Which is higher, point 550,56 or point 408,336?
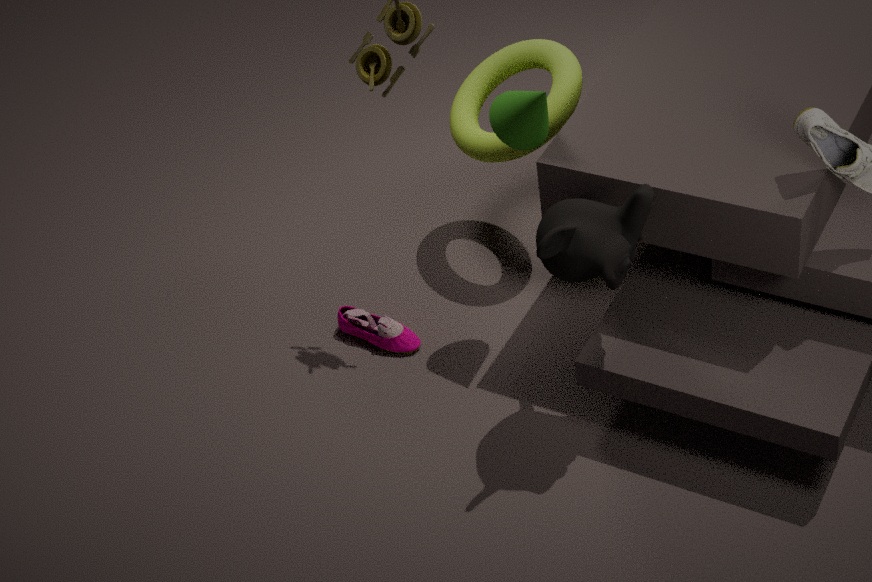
point 550,56
